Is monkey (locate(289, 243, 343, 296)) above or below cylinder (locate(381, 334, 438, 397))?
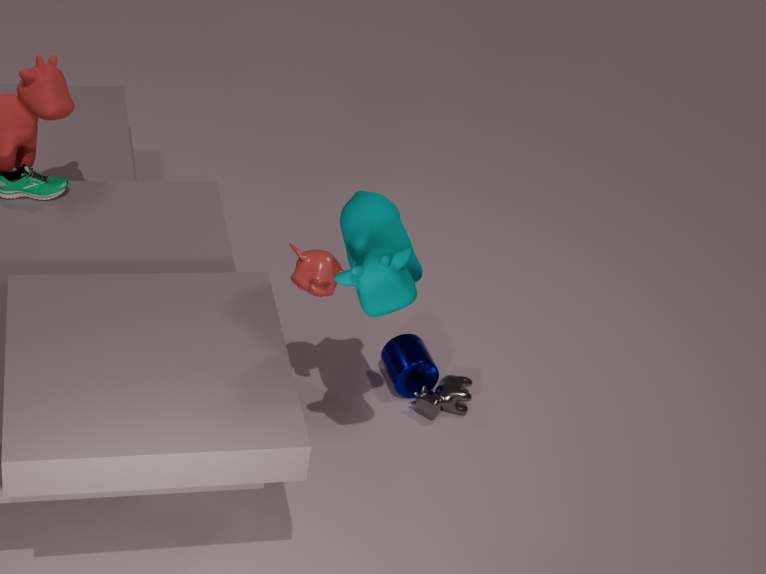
above
